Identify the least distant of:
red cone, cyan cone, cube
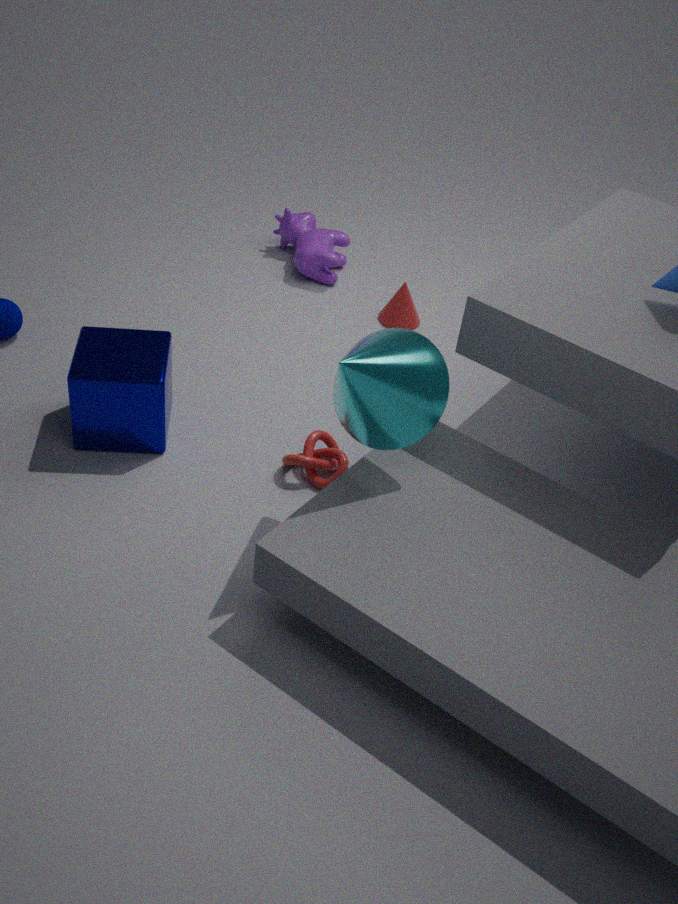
cyan cone
